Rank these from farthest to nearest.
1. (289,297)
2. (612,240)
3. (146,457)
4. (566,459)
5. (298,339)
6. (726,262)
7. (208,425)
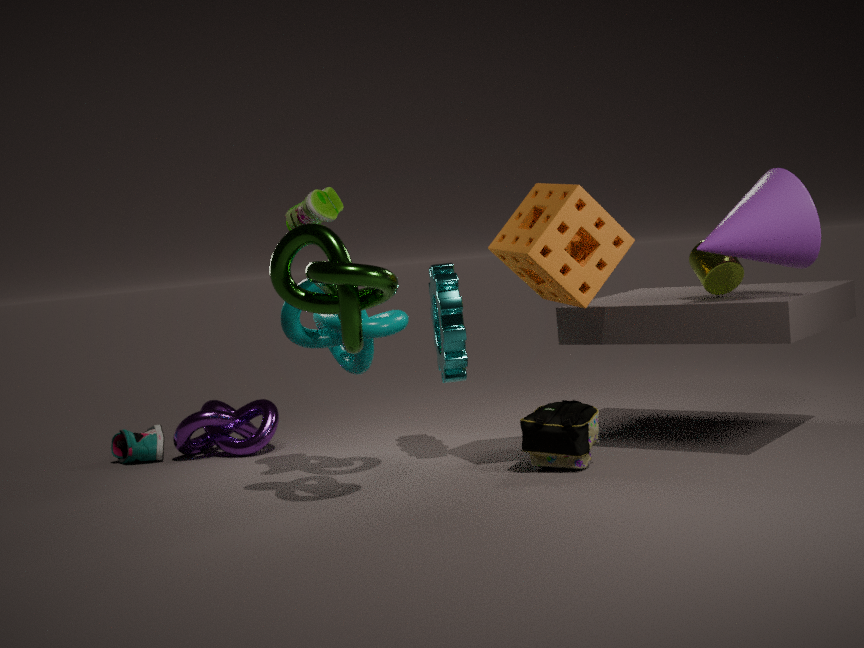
(146,457)
(208,425)
(298,339)
(726,262)
(566,459)
(612,240)
(289,297)
